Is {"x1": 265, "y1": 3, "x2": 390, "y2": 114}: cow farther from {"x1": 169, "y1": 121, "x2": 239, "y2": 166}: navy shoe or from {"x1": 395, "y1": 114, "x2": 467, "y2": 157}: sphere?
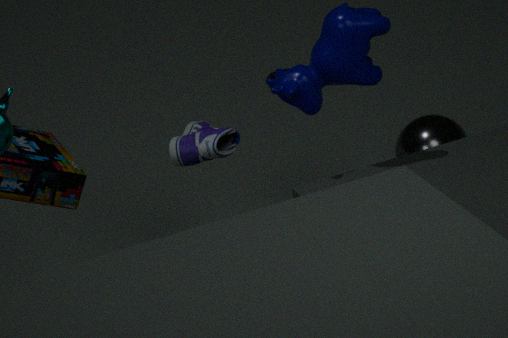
{"x1": 395, "y1": 114, "x2": 467, "y2": 157}: sphere
